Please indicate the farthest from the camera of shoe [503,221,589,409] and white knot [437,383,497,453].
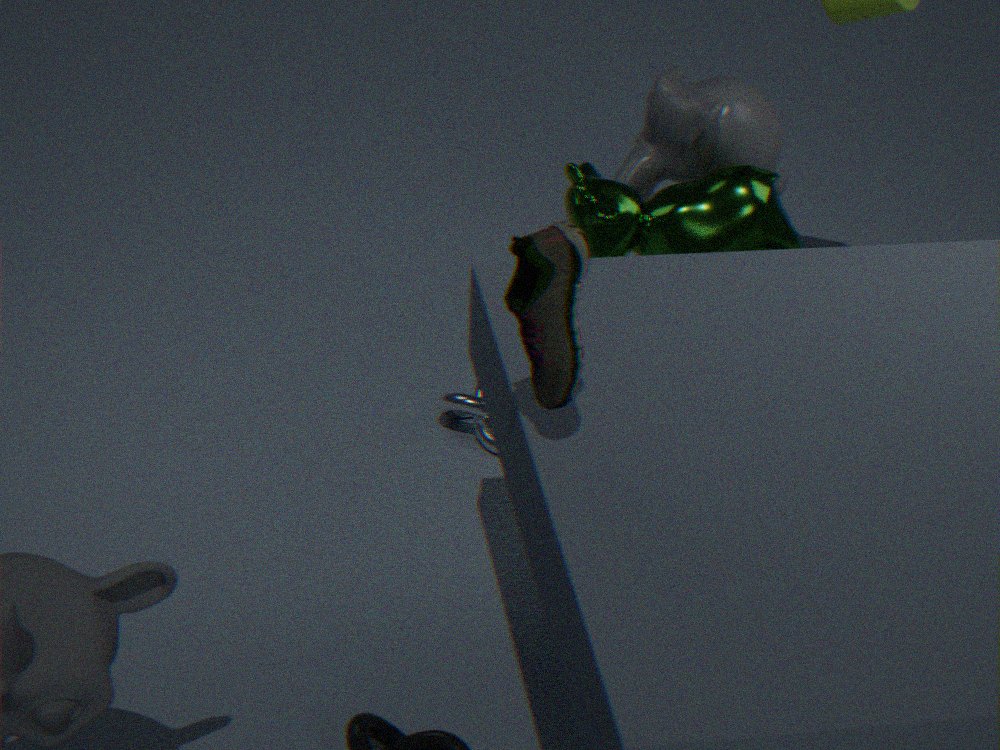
white knot [437,383,497,453]
